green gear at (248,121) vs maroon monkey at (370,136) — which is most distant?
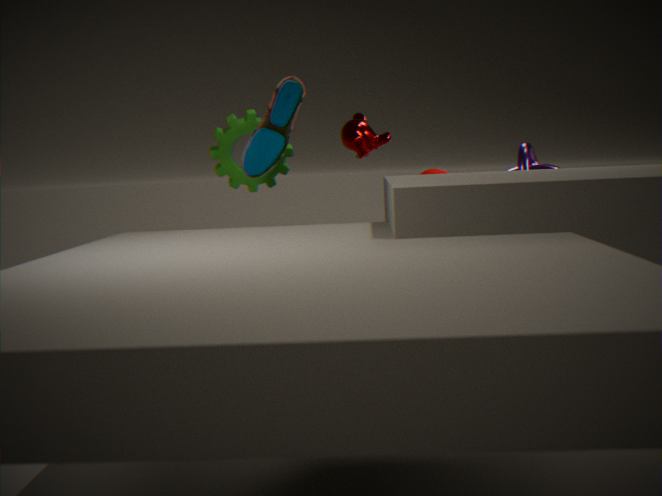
maroon monkey at (370,136)
